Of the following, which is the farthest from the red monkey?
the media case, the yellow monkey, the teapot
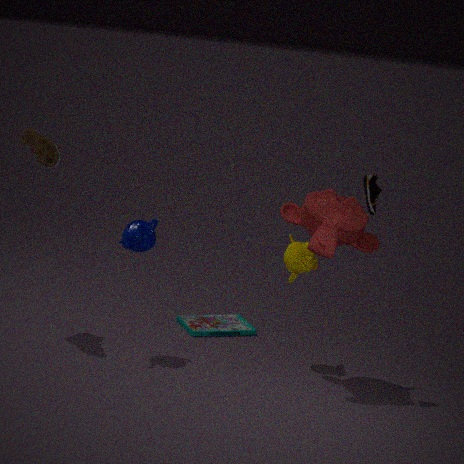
the media case
